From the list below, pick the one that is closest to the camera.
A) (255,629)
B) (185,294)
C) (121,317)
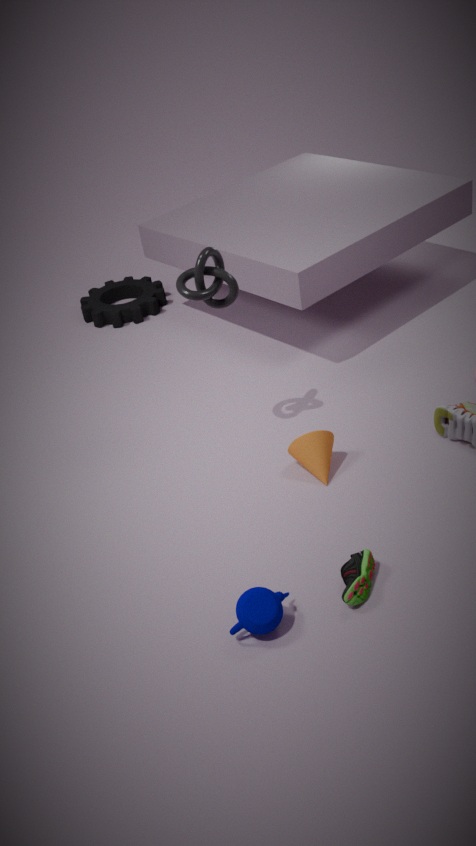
(255,629)
